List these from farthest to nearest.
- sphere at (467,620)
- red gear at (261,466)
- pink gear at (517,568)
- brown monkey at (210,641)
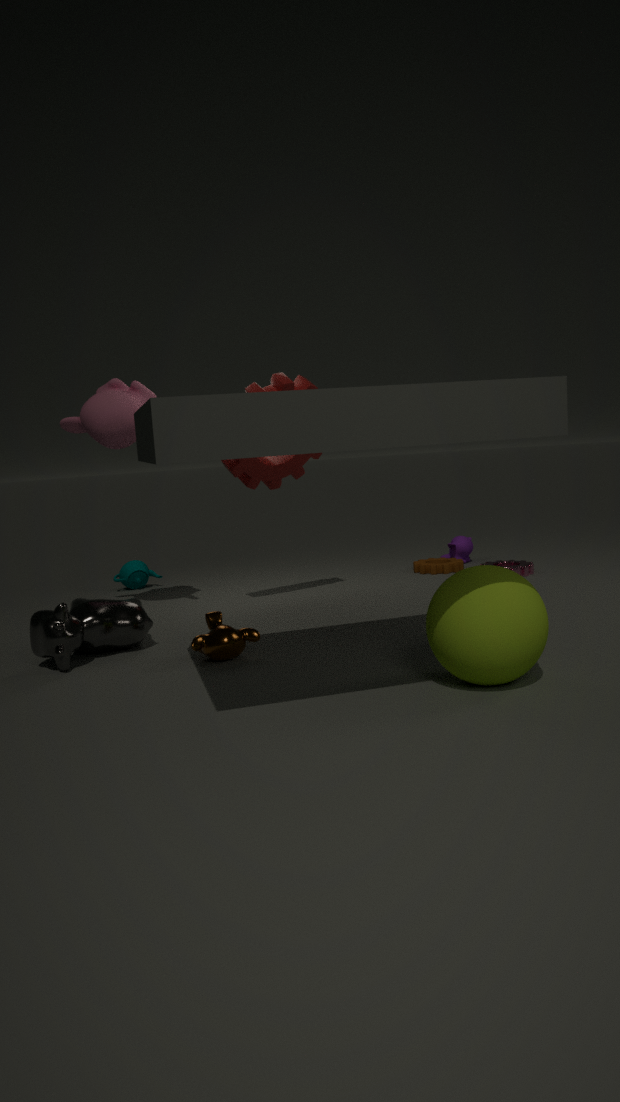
1. pink gear at (517,568)
2. red gear at (261,466)
3. brown monkey at (210,641)
4. sphere at (467,620)
